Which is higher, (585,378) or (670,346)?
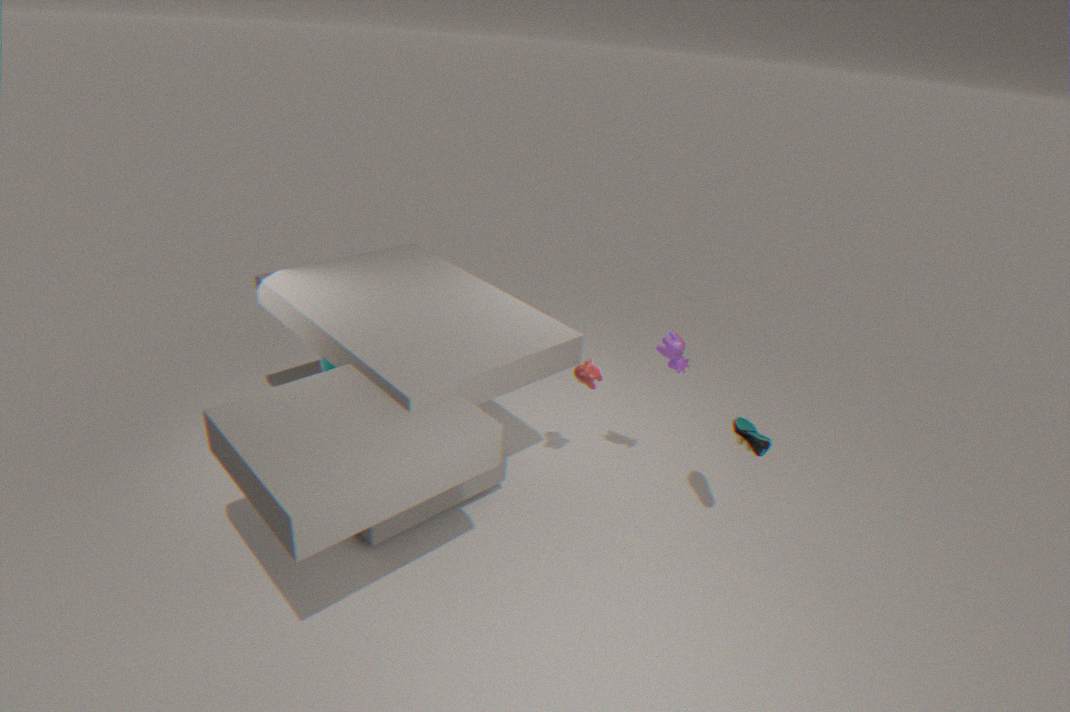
(670,346)
